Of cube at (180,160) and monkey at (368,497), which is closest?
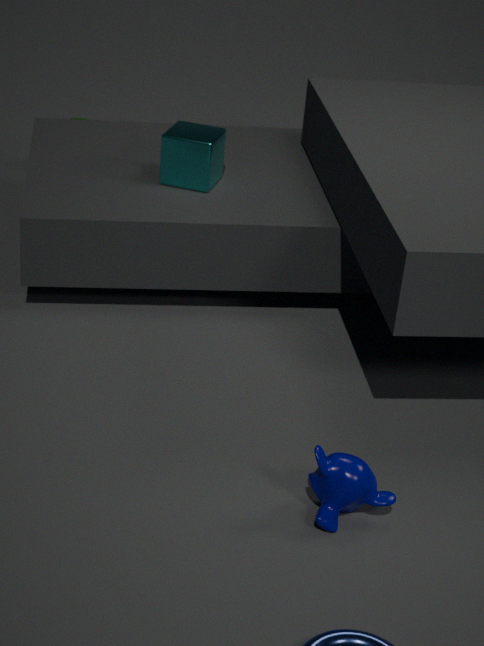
monkey at (368,497)
